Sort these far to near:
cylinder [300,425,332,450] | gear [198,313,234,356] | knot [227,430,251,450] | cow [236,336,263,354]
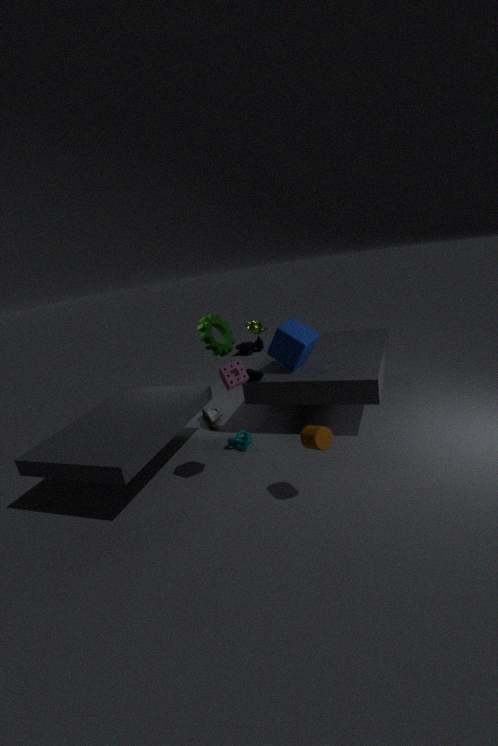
cow [236,336,263,354]
gear [198,313,234,356]
knot [227,430,251,450]
cylinder [300,425,332,450]
